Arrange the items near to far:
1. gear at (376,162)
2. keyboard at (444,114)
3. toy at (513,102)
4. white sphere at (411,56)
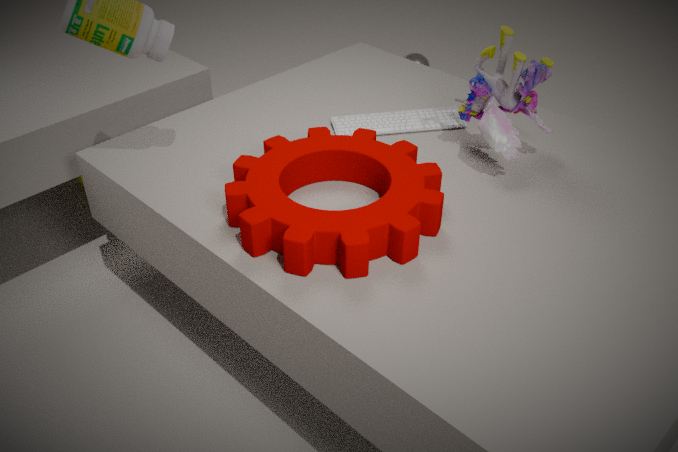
gear at (376,162)
toy at (513,102)
keyboard at (444,114)
white sphere at (411,56)
